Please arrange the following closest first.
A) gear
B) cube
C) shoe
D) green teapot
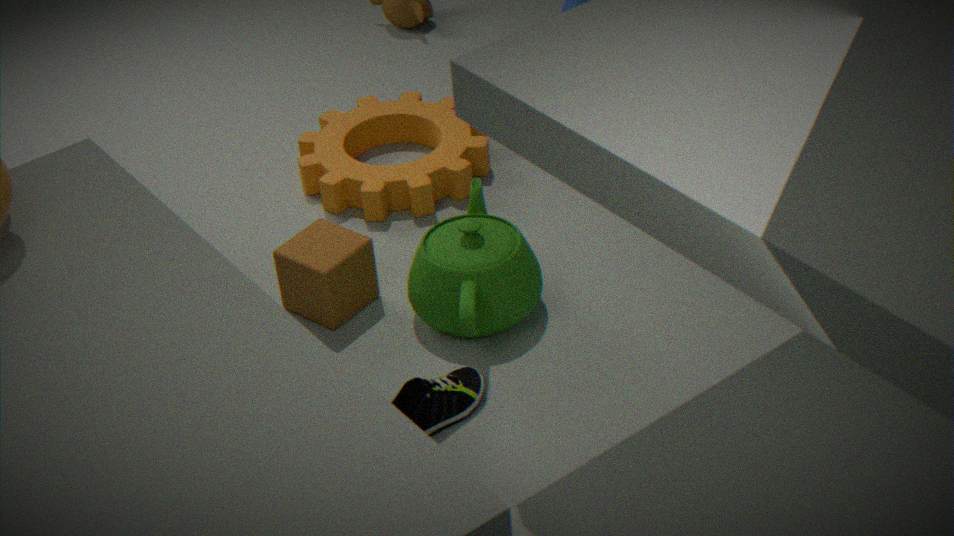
C. shoe
D. green teapot
B. cube
A. gear
